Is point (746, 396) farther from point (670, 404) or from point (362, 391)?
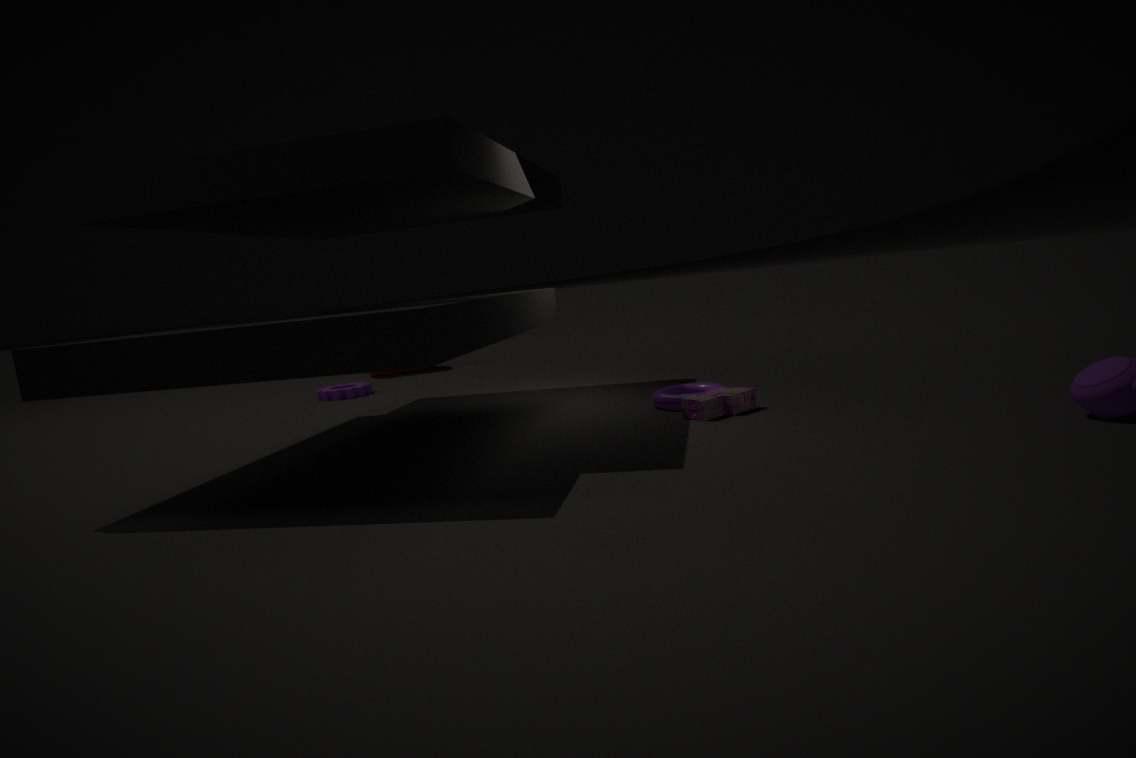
point (362, 391)
